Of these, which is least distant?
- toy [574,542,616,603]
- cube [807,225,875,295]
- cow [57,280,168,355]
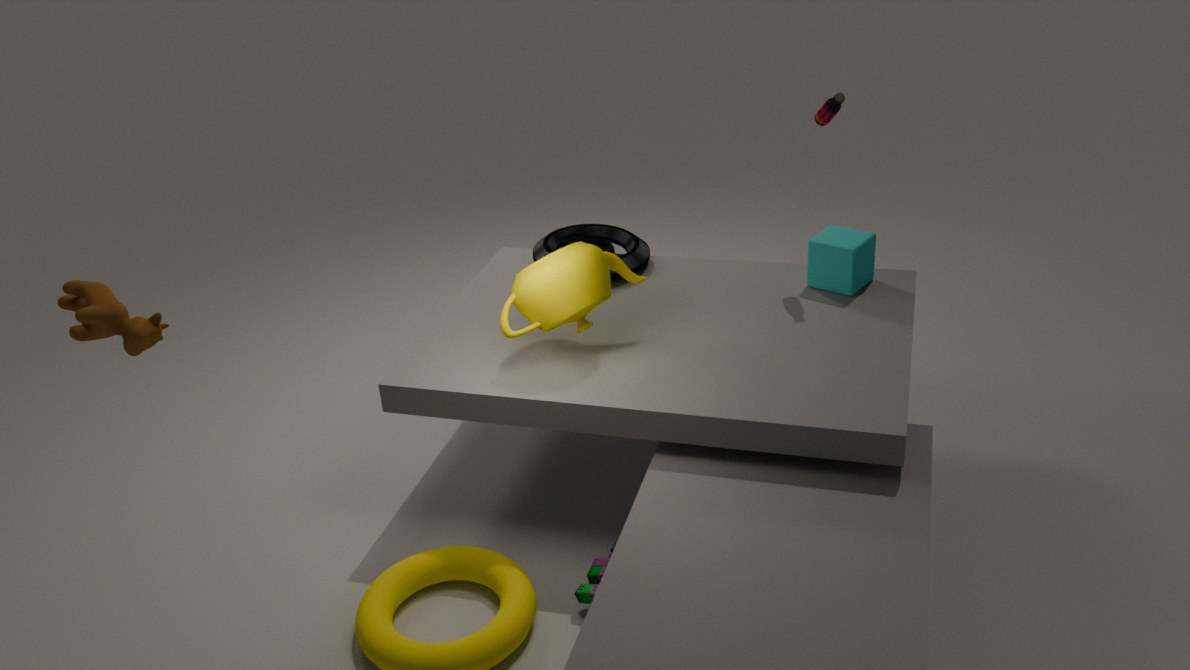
cow [57,280,168,355]
